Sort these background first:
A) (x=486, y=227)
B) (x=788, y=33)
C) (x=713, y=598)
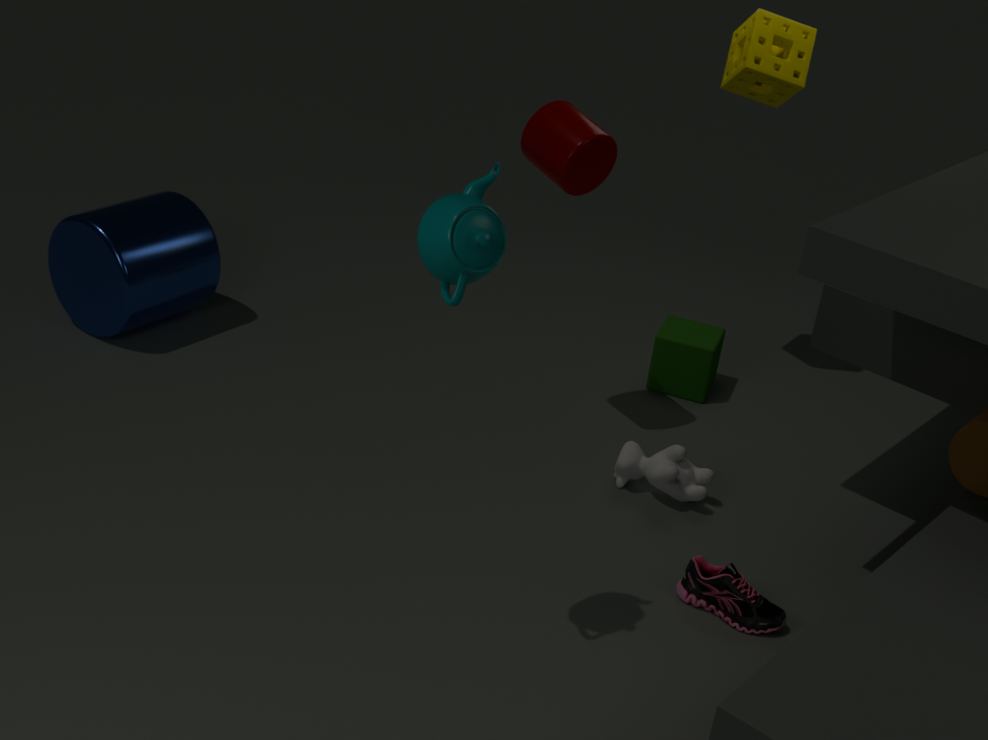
(x=788, y=33) < (x=713, y=598) < (x=486, y=227)
